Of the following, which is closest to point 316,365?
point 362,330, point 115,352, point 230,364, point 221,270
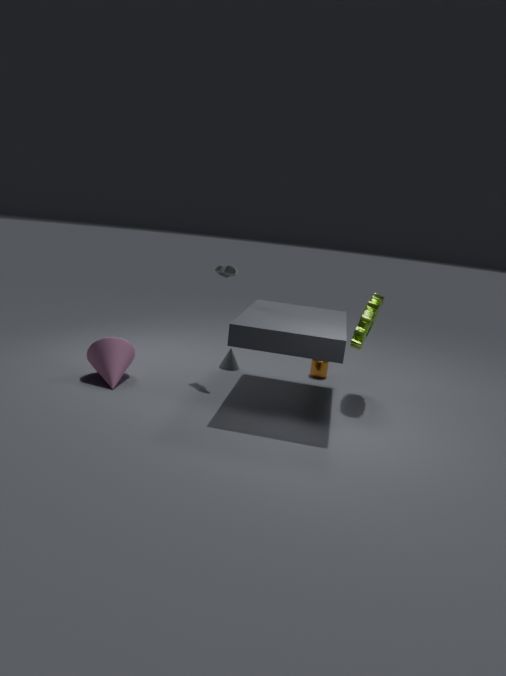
point 362,330
